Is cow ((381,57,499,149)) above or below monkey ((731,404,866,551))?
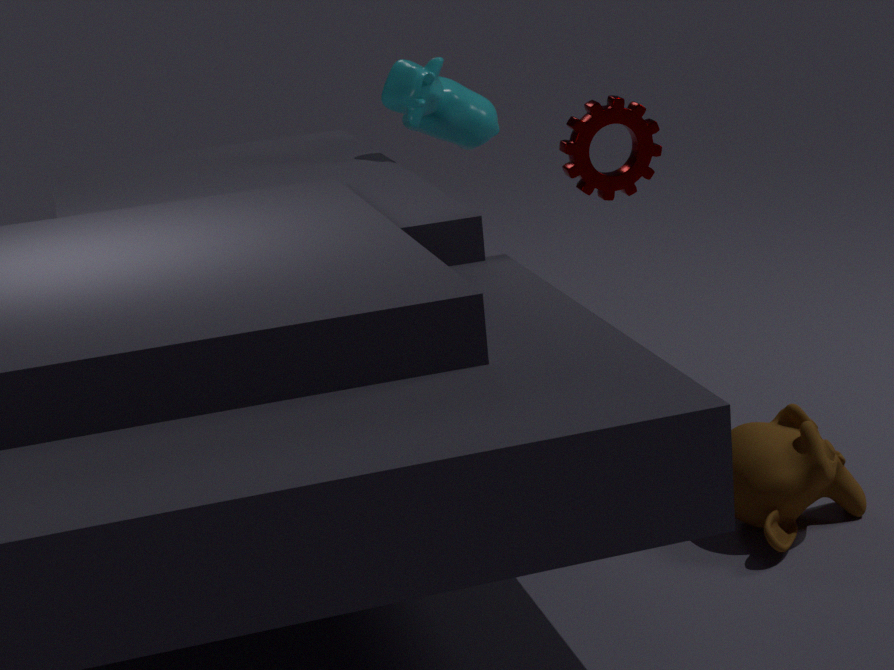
above
